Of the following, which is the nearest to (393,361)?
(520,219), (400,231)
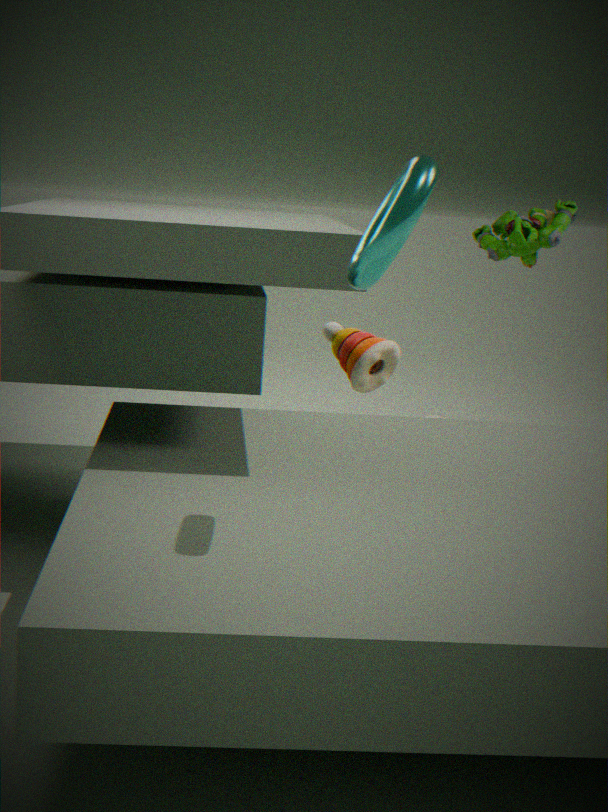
(520,219)
